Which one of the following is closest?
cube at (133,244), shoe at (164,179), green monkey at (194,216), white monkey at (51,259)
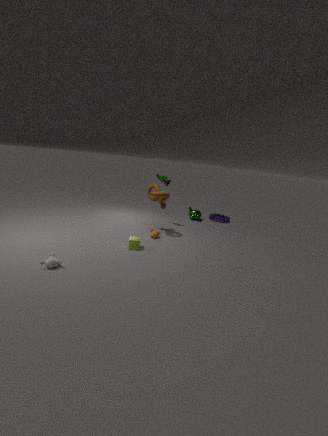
white monkey at (51,259)
